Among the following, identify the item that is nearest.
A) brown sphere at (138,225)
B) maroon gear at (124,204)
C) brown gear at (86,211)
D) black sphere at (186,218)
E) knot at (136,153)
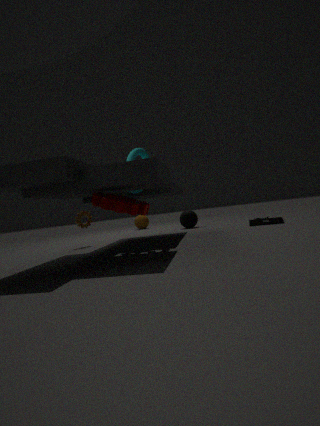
maroon gear at (124,204)
